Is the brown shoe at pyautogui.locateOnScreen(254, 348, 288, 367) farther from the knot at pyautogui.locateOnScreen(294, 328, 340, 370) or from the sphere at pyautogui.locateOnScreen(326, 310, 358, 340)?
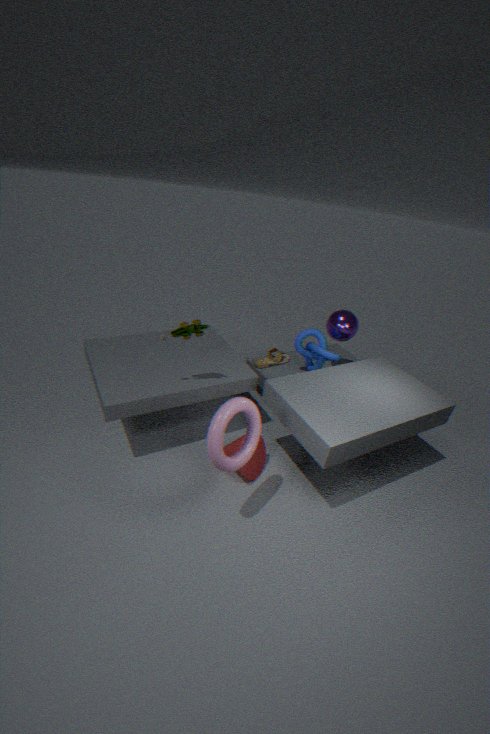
the sphere at pyautogui.locateOnScreen(326, 310, 358, 340)
